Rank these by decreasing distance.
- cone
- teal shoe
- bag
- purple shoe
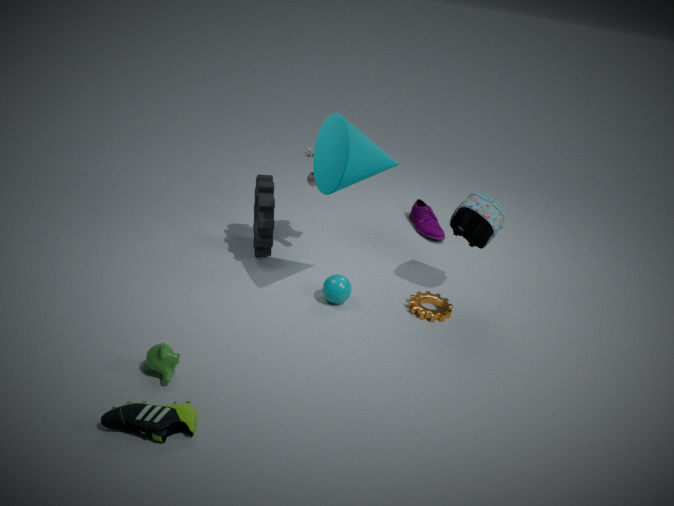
purple shoe, bag, cone, teal shoe
